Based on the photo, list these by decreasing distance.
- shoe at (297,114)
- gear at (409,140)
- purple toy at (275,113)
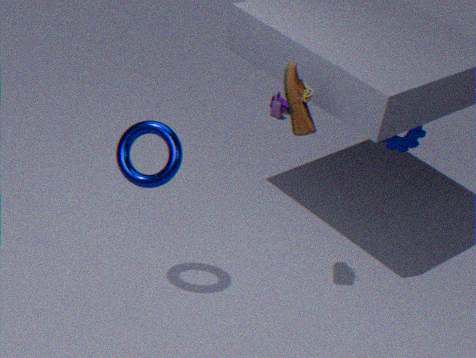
purple toy at (275,113), gear at (409,140), shoe at (297,114)
